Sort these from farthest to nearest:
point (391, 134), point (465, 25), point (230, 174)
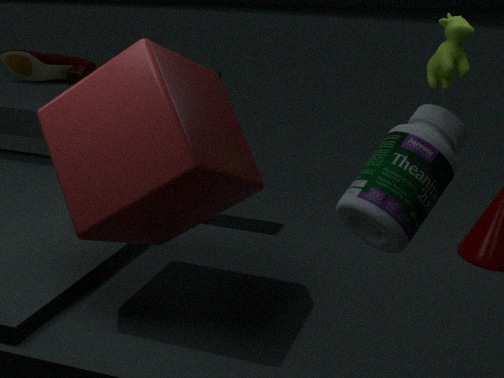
point (391, 134)
point (465, 25)
point (230, 174)
